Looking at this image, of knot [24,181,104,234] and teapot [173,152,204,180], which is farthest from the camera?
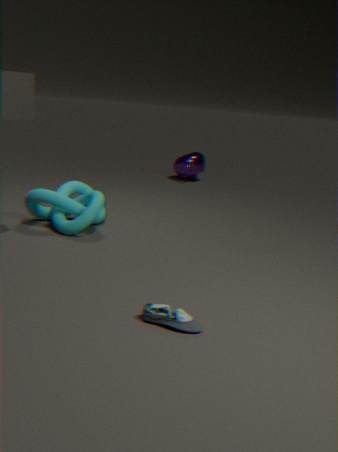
teapot [173,152,204,180]
